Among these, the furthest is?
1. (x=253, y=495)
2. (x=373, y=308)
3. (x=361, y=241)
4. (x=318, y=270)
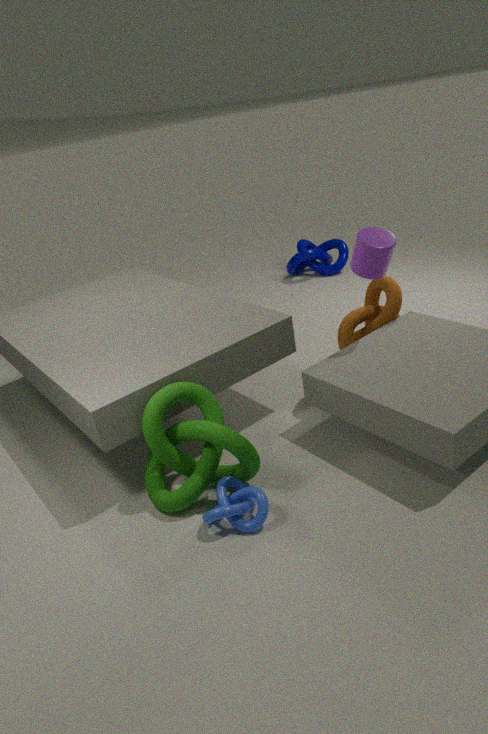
(x=318, y=270)
